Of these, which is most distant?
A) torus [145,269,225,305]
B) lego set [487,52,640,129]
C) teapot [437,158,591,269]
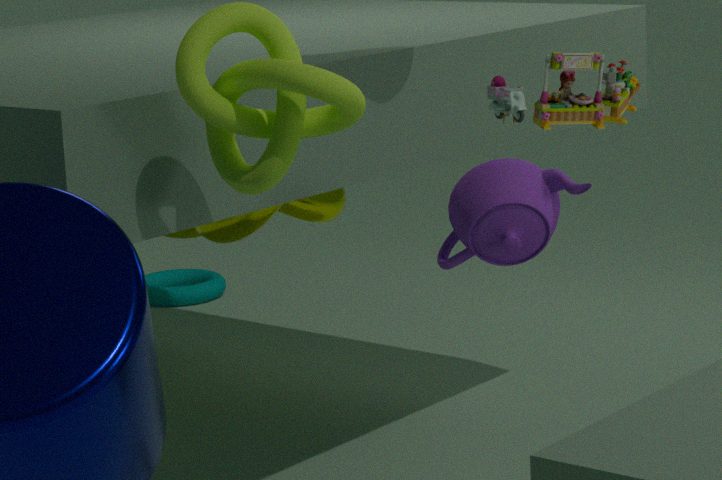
torus [145,269,225,305]
